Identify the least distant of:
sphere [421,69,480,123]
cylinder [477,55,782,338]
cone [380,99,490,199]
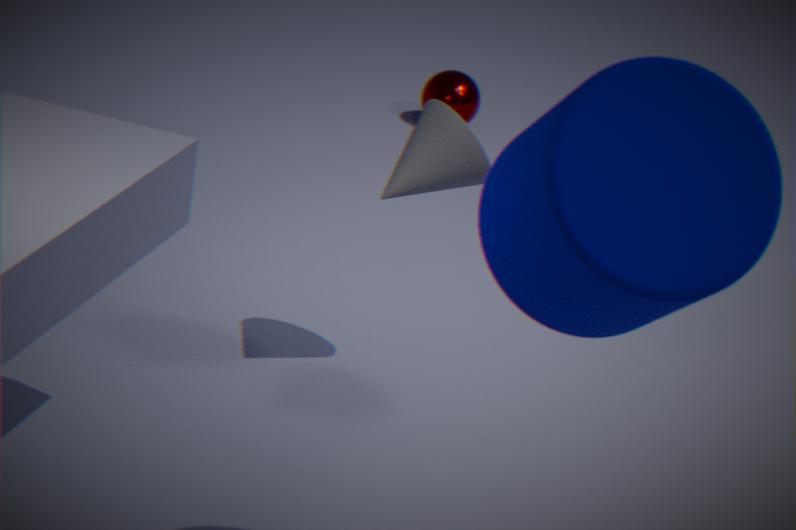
cylinder [477,55,782,338]
